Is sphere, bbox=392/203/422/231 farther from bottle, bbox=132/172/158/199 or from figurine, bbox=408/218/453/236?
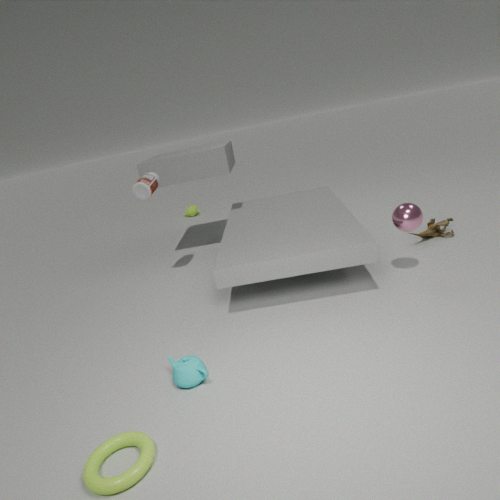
bottle, bbox=132/172/158/199
